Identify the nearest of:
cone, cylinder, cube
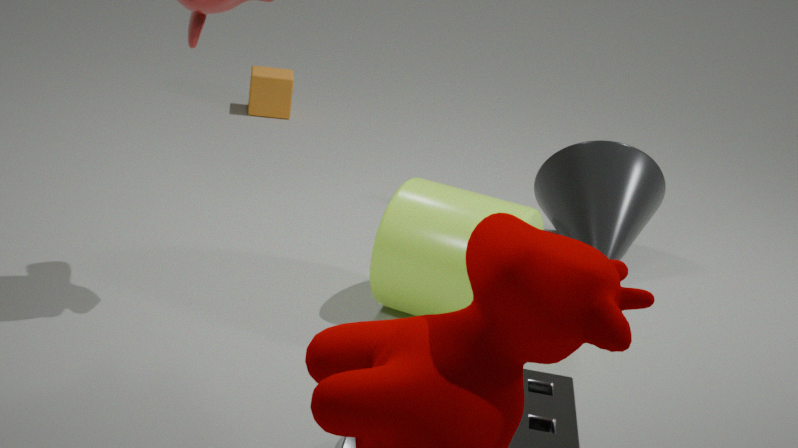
cylinder
